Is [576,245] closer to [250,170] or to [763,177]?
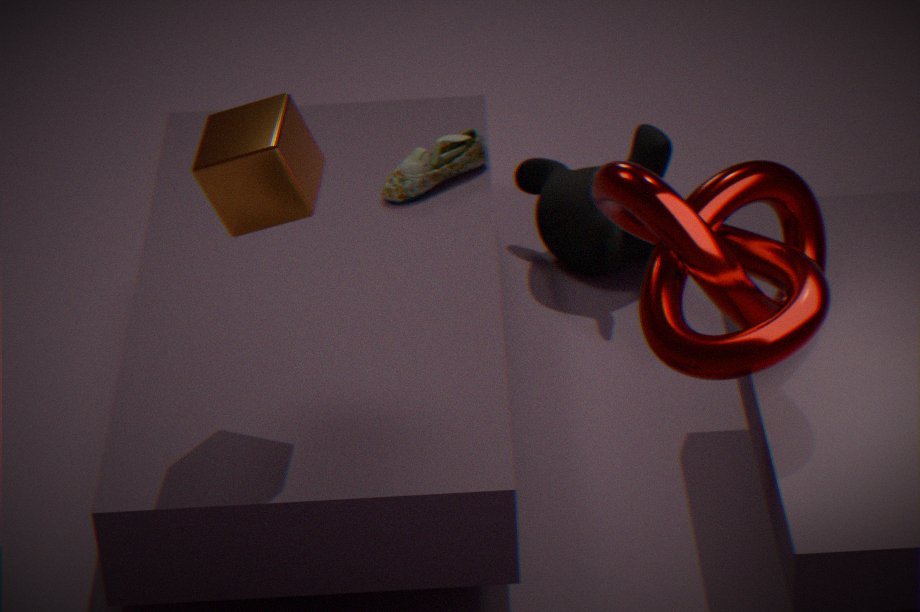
[763,177]
